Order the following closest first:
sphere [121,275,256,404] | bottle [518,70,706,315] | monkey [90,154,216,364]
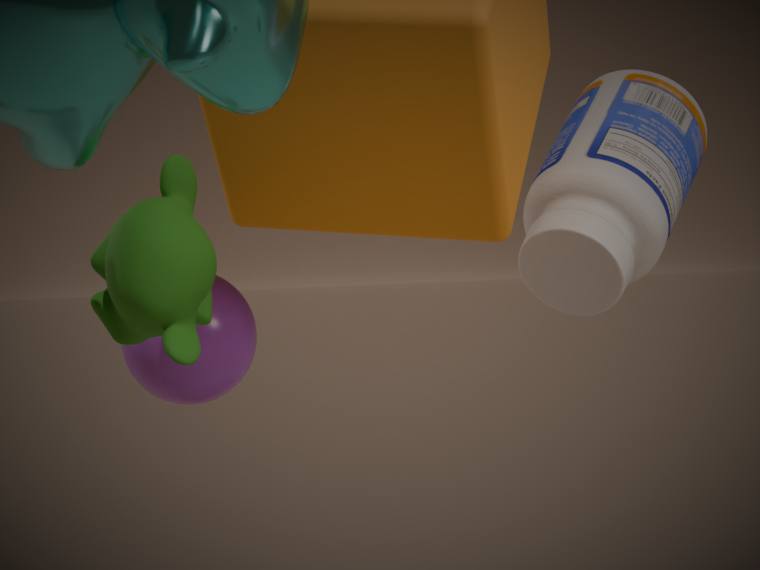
1. monkey [90,154,216,364]
2. bottle [518,70,706,315]
3. sphere [121,275,256,404]
